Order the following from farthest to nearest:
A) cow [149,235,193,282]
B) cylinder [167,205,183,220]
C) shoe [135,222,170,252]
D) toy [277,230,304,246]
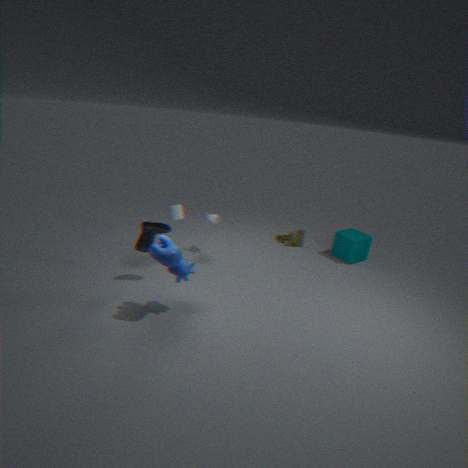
toy [277,230,304,246]
cylinder [167,205,183,220]
shoe [135,222,170,252]
cow [149,235,193,282]
